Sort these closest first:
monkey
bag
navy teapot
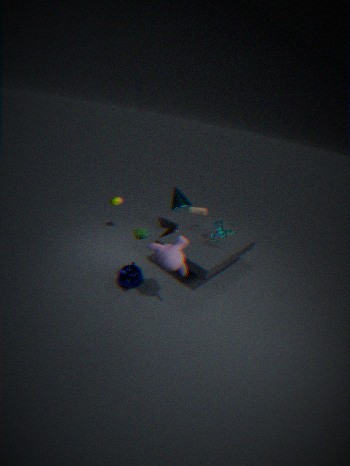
1. monkey
2. navy teapot
3. bag
